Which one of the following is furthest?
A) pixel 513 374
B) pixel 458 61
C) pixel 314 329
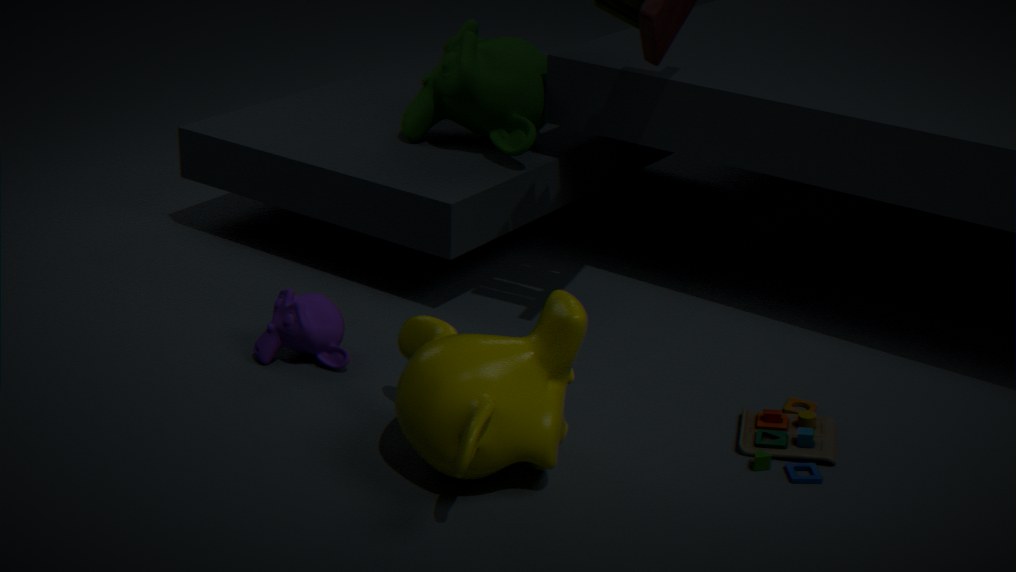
pixel 458 61
